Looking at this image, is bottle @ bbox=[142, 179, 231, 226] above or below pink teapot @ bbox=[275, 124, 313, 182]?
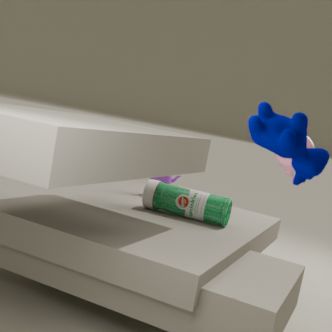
below
